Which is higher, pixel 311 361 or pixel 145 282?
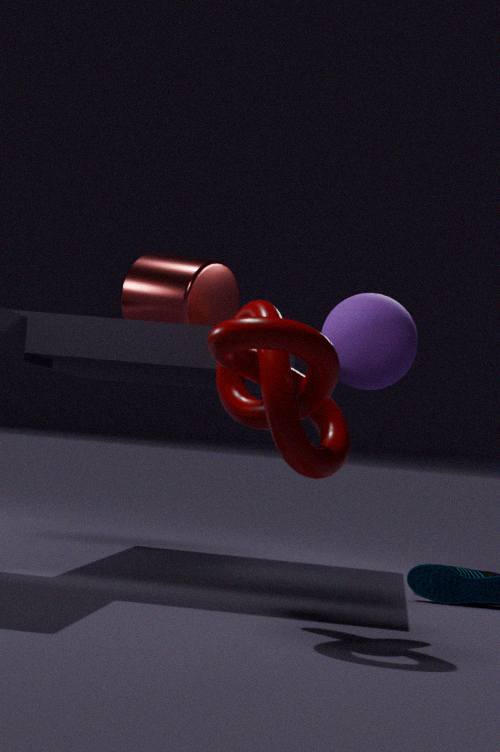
pixel 145 282
